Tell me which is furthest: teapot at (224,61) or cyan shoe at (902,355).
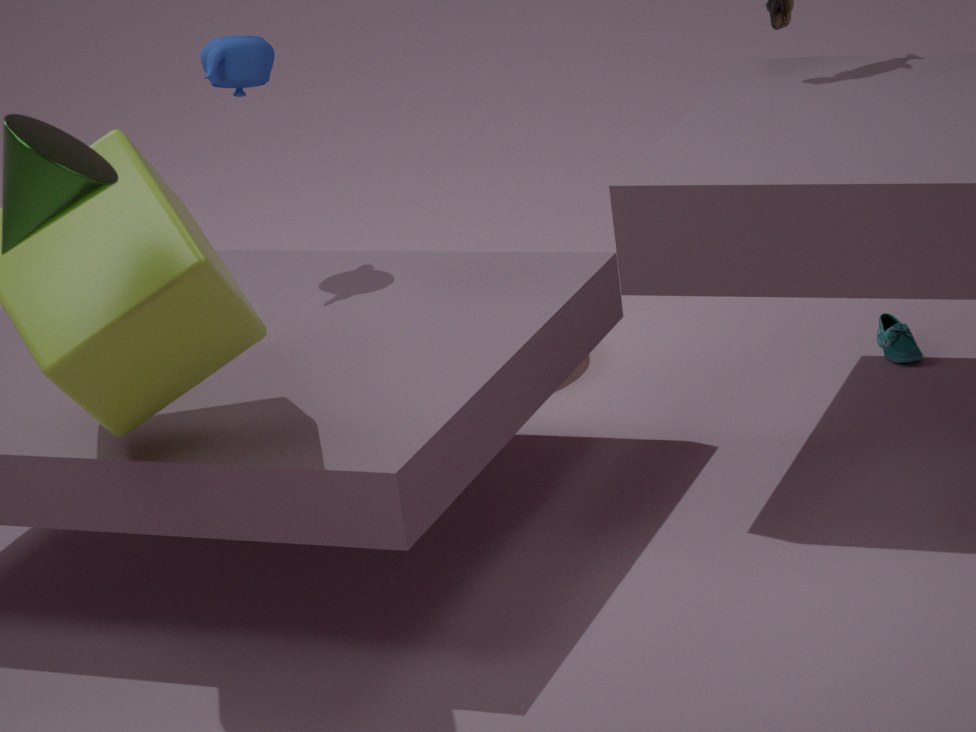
cyan shoe at (902,355)
